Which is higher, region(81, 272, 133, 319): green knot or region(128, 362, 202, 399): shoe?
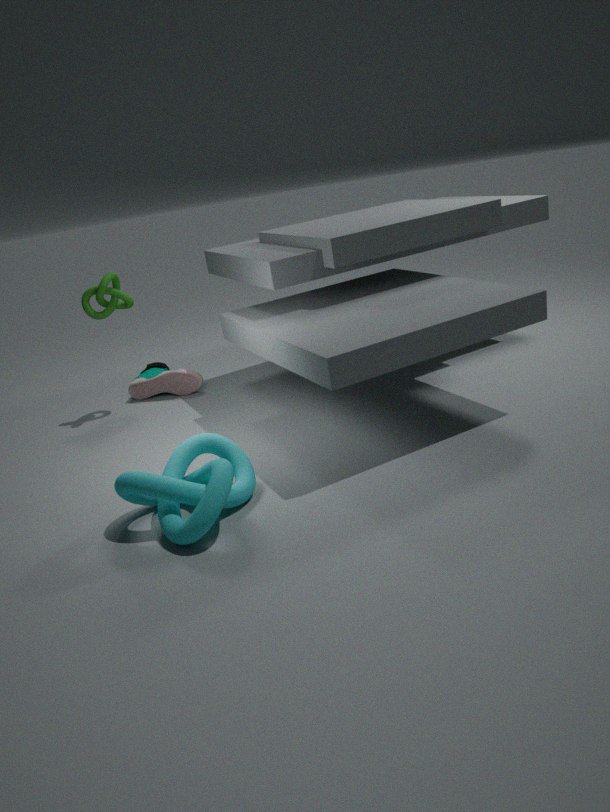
region(81, 272, 133, 319): green knot
